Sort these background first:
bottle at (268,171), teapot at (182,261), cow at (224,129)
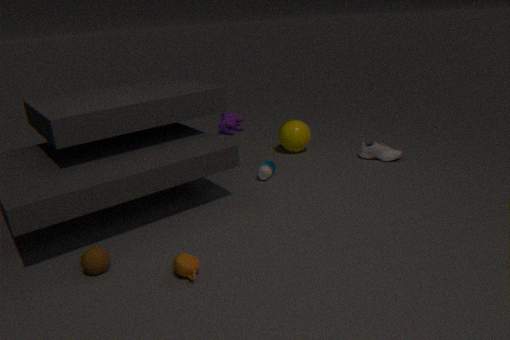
cow at (224,129), bottle at (268,171), teapot at (182,261)
